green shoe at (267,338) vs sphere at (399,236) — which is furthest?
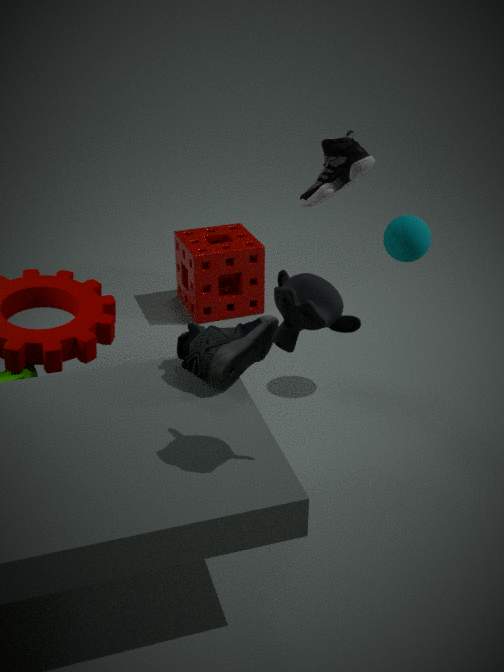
sphere at (399,236)
